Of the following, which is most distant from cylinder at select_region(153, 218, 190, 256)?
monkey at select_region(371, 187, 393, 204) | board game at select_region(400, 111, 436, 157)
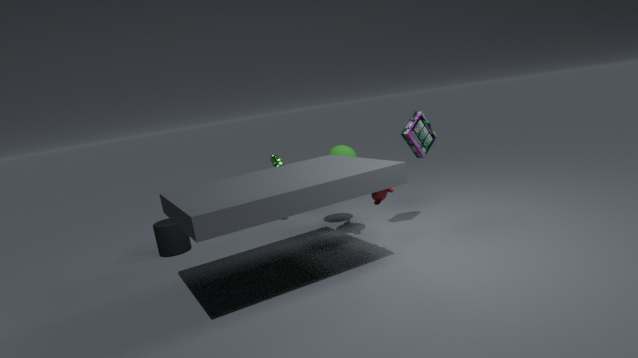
board game at select_region(400, 111, 436, 157)
